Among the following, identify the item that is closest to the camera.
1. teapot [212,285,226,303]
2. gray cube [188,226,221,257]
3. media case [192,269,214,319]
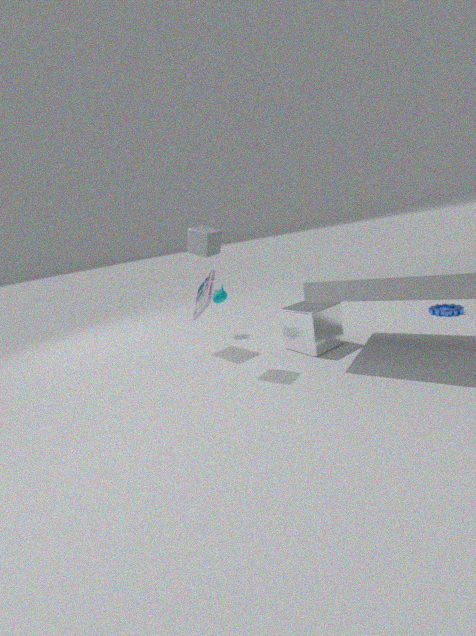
gray cube [188,226,221,257]
